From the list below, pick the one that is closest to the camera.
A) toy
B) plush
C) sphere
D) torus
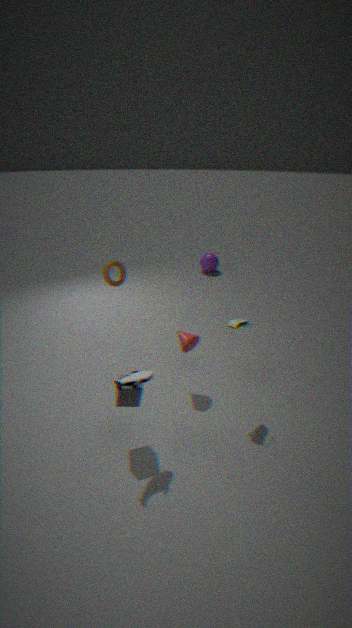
plush
